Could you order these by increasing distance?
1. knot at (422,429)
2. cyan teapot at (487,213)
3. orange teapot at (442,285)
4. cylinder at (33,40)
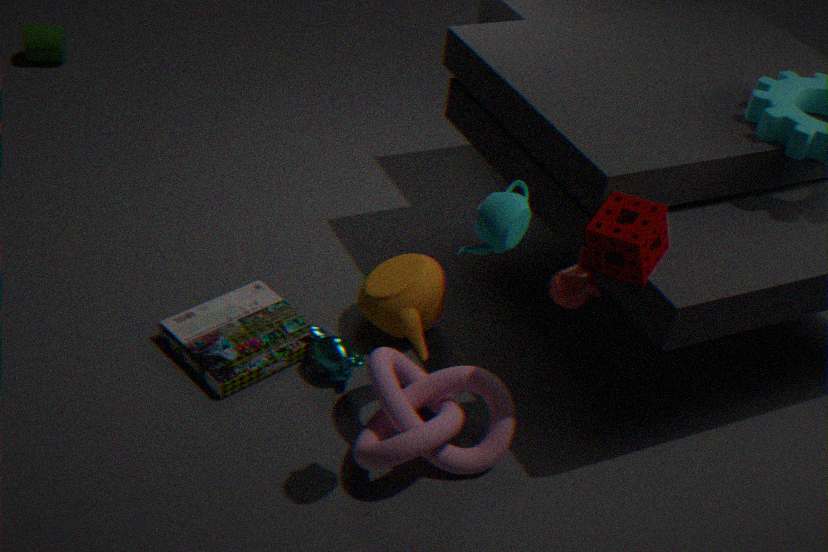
cyan teapot at (487,213)
knot at (422,429)
orange teapot at (442,285)
cylinder at (33,40)
